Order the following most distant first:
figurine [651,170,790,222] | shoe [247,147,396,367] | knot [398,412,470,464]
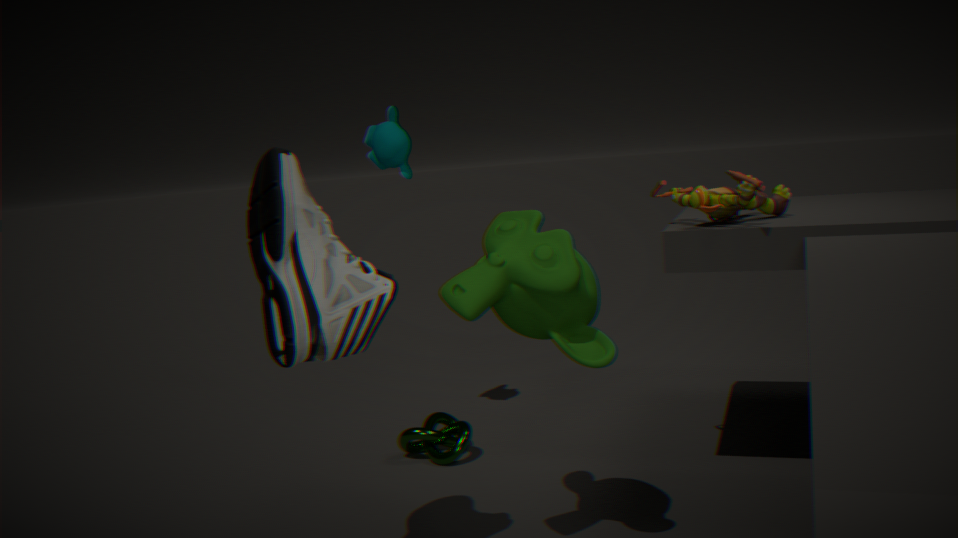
1. knot [398,412,470,464]
2. figurine [651,170,790,222]
3. shoe [247,147,396,367]
